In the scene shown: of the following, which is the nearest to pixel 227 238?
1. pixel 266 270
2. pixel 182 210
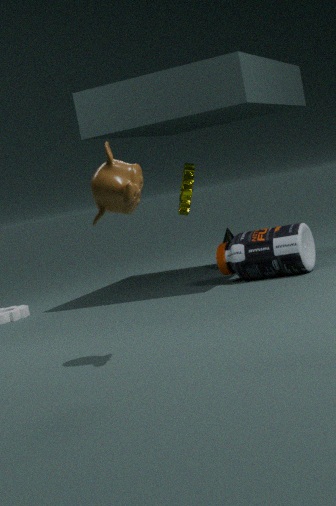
pixel 182 210
